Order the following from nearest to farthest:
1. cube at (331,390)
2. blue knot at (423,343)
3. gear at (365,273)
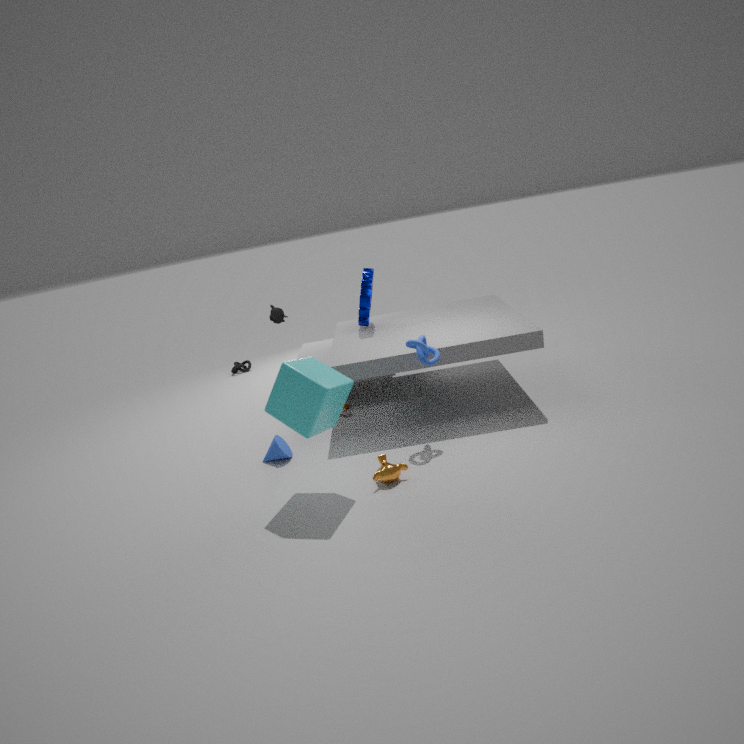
1. cube at (331,390)
2. blue knot at (423,343)
3. gear at (365,273)
